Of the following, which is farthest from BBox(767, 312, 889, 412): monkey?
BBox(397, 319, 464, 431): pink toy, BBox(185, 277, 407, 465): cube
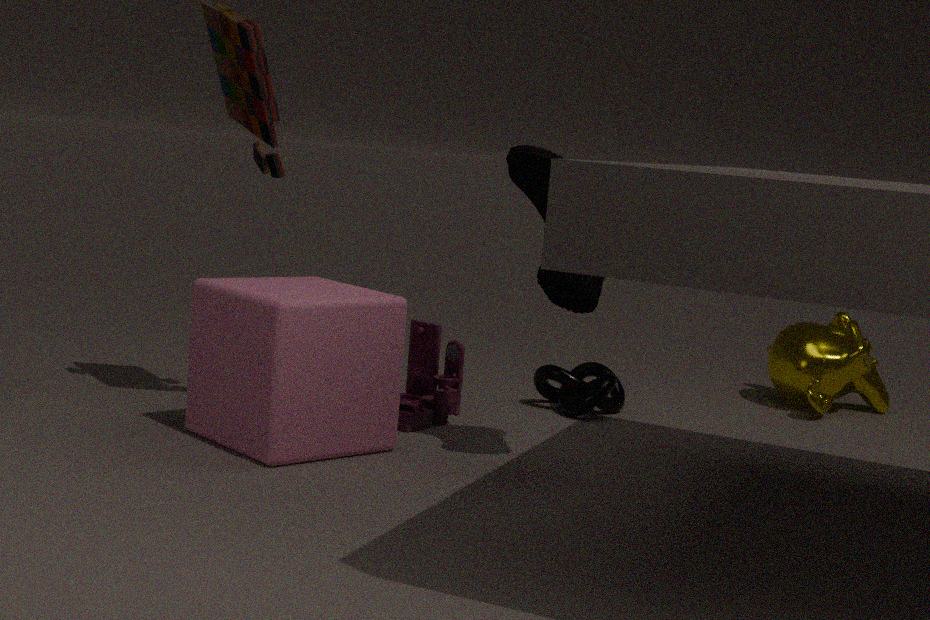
BBox(185, 277, 407, 465): cube
